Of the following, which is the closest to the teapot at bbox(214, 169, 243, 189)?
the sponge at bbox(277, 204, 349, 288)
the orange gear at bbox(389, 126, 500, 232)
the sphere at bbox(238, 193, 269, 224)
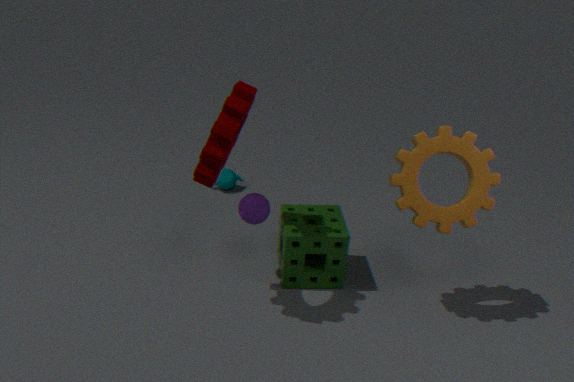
the sponge at bbox(277, 204, 349, 288)
